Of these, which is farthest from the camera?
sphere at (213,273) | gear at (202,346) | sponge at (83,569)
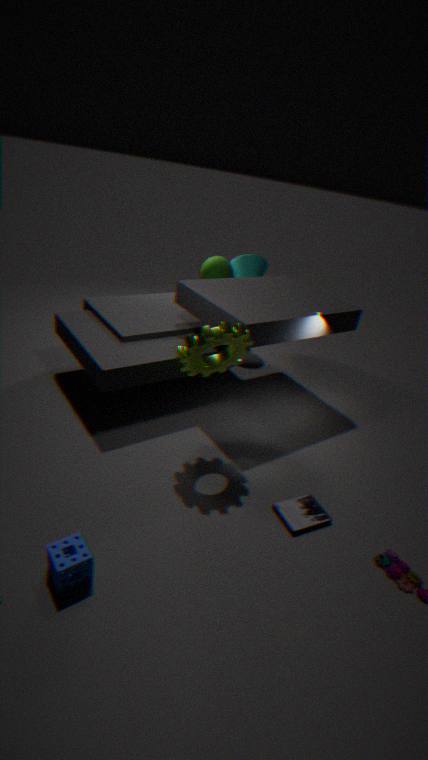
sphere at (213,273)
